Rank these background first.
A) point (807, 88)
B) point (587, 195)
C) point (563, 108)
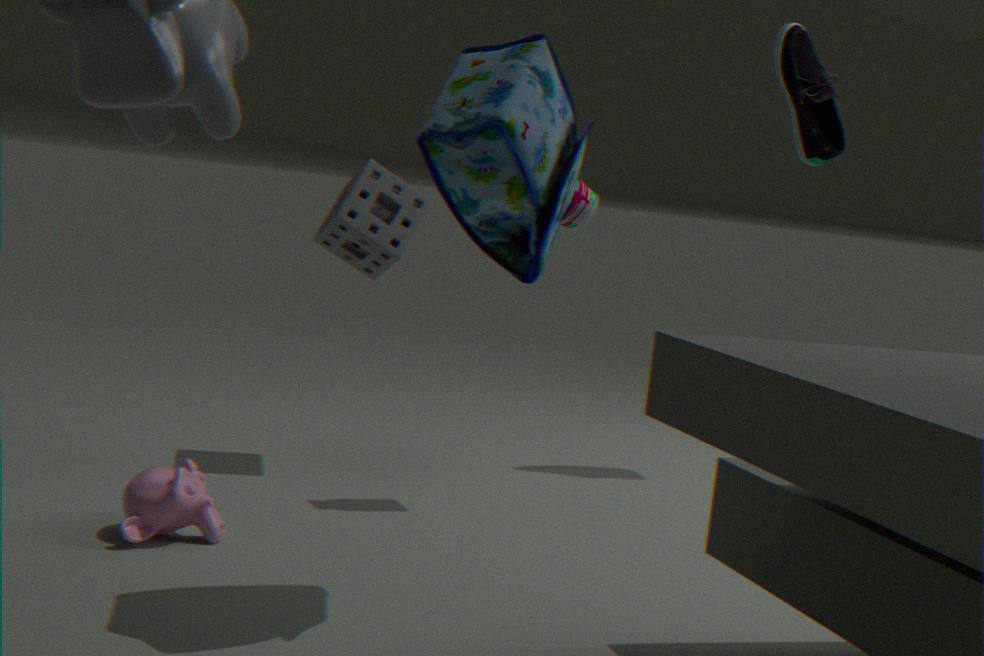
point (807, 88) < point (587, 195) < point (563, 108)
